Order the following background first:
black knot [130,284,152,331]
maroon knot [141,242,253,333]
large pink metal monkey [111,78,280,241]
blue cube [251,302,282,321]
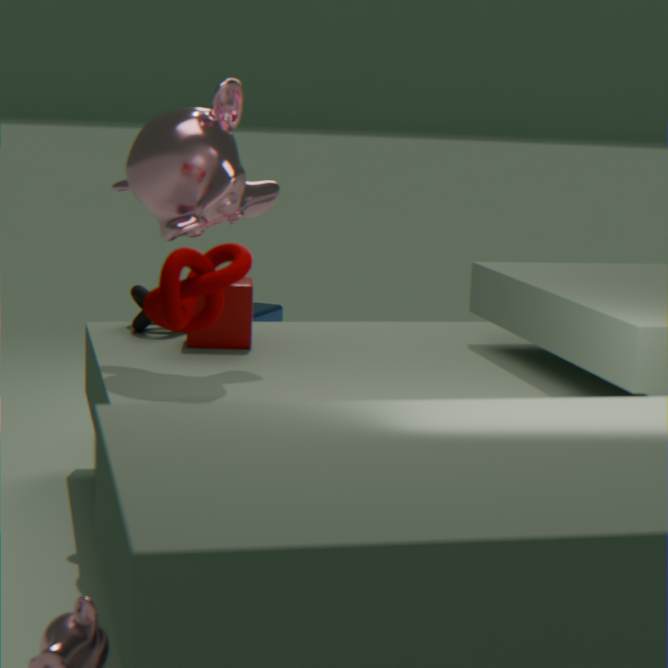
blue cube [251,302,282,321] < black knot [130,284,152,331] < large pink metal monkey [111,78,280,241] < maroon knot [141,242,253,333]
